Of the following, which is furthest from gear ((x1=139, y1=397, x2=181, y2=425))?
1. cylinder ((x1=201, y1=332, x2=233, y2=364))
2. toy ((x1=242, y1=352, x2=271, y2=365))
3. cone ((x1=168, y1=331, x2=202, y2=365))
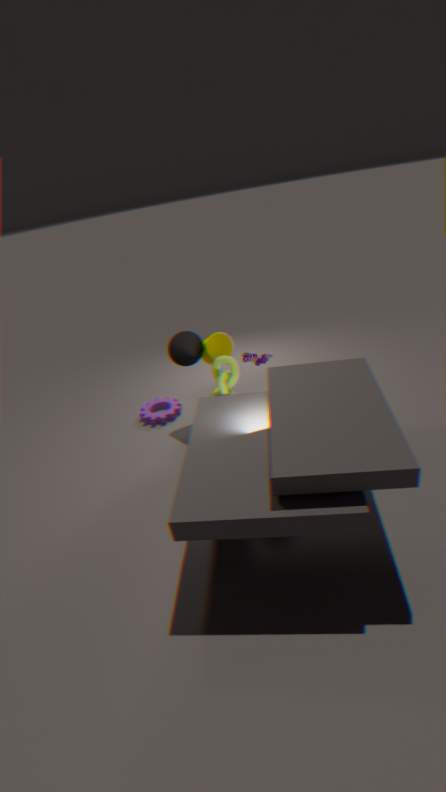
toy ((x1=242, y1=352, x2=271, y2=365))
